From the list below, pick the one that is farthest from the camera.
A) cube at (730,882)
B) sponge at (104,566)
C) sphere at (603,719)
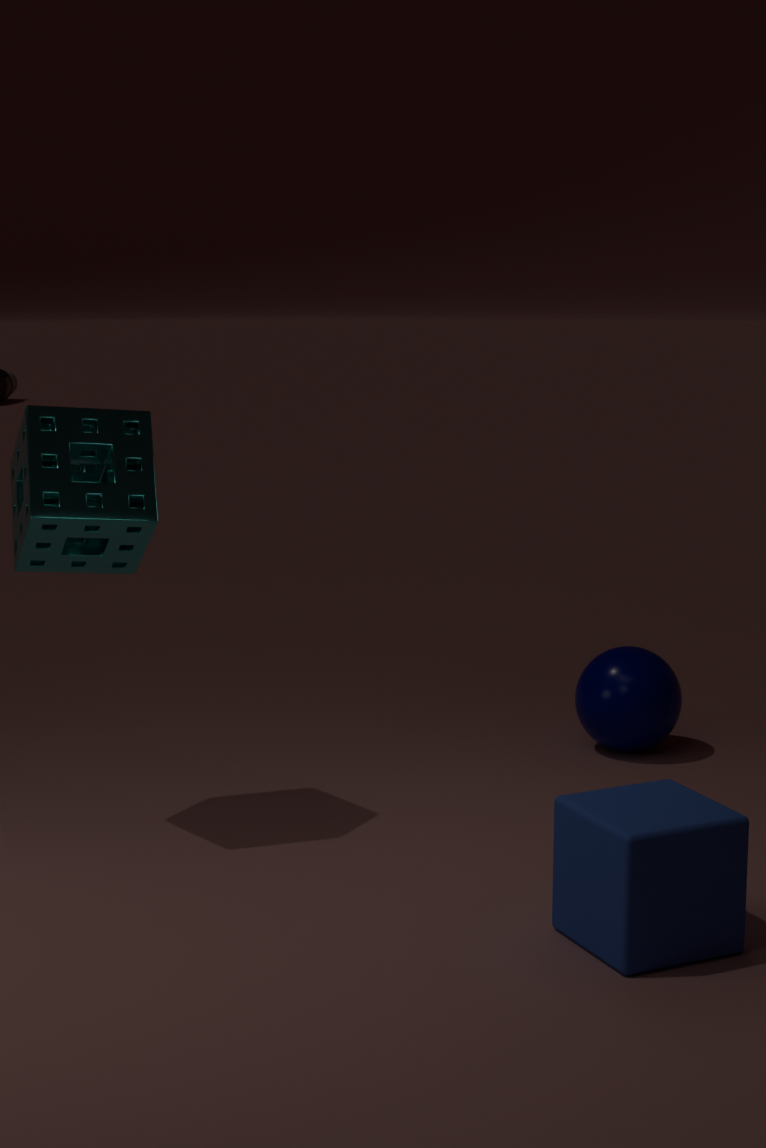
C. sphere at (603,719)
